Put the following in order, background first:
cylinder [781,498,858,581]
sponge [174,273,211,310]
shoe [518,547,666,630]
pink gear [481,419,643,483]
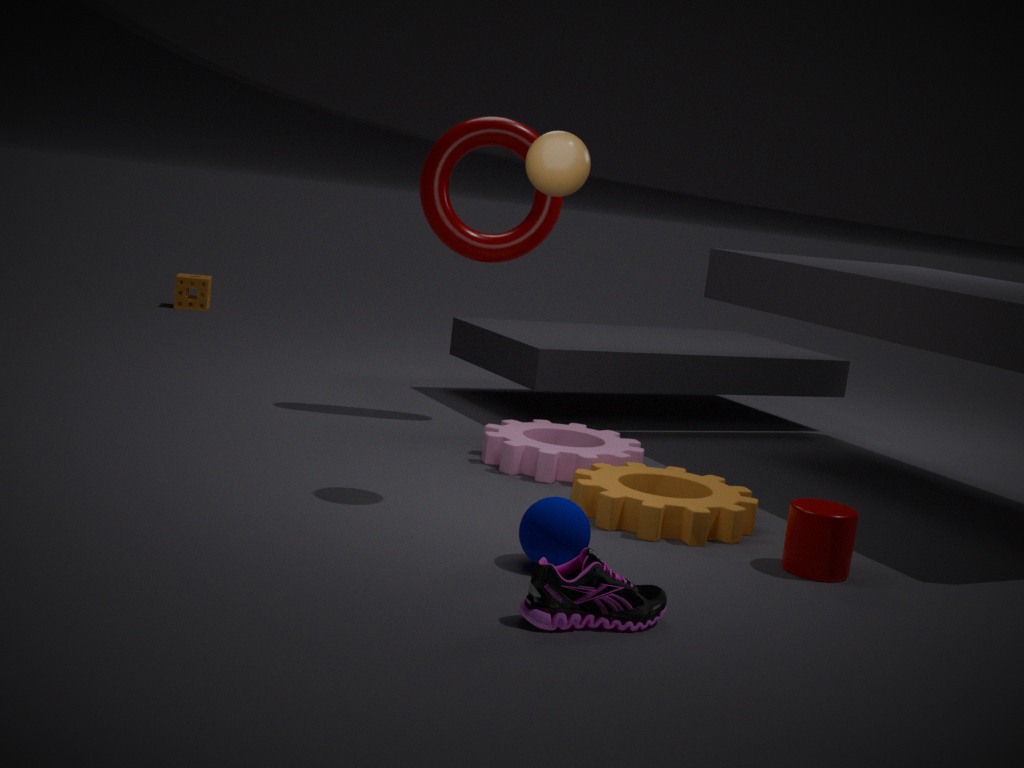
sponge [174,273,211,310] < pink gear [481,419,643,483] < cylinder [781,498,858,581] < shoe [518,547,666,630]
